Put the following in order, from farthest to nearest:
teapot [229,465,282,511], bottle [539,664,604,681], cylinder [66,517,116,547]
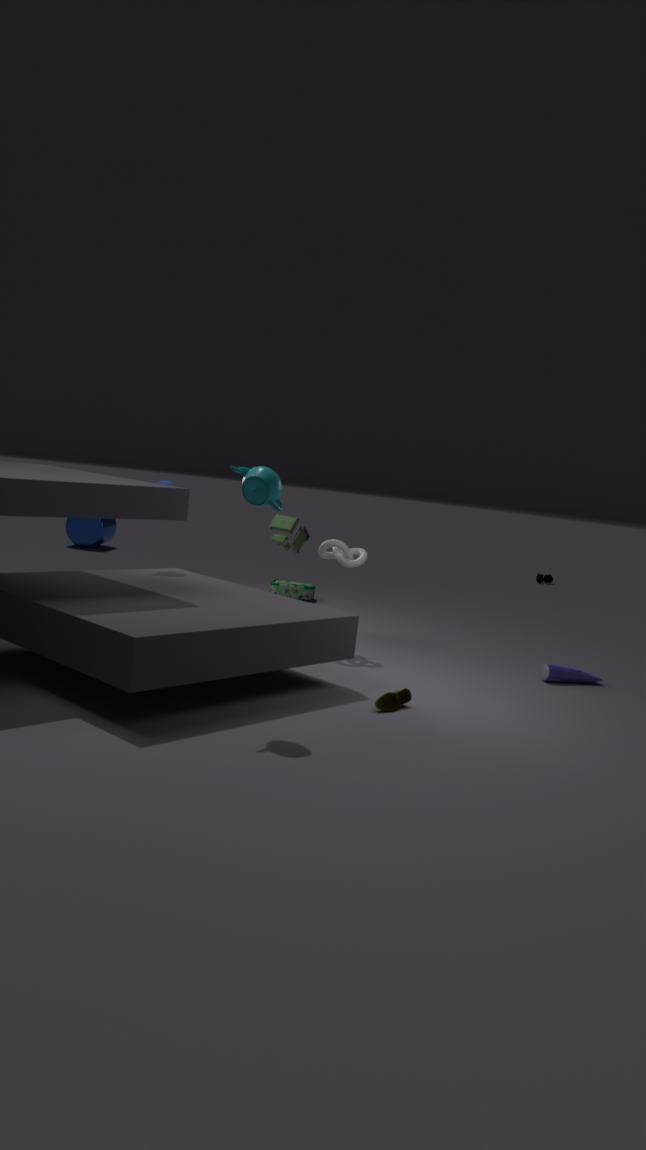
cylinder [66,517,116,547] → bottle [539,664,604,681] → teapot [229,465,282,511]
